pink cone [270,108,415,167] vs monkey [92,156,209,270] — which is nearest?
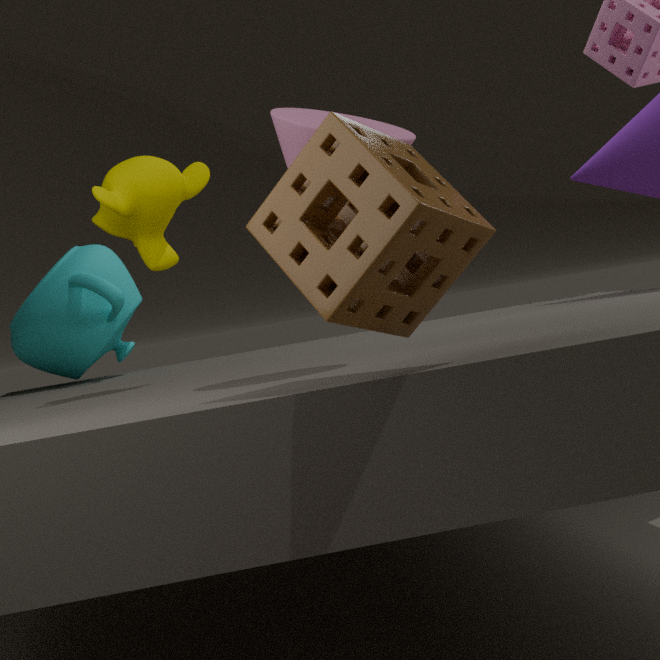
pink cone [270,108,415,167]
